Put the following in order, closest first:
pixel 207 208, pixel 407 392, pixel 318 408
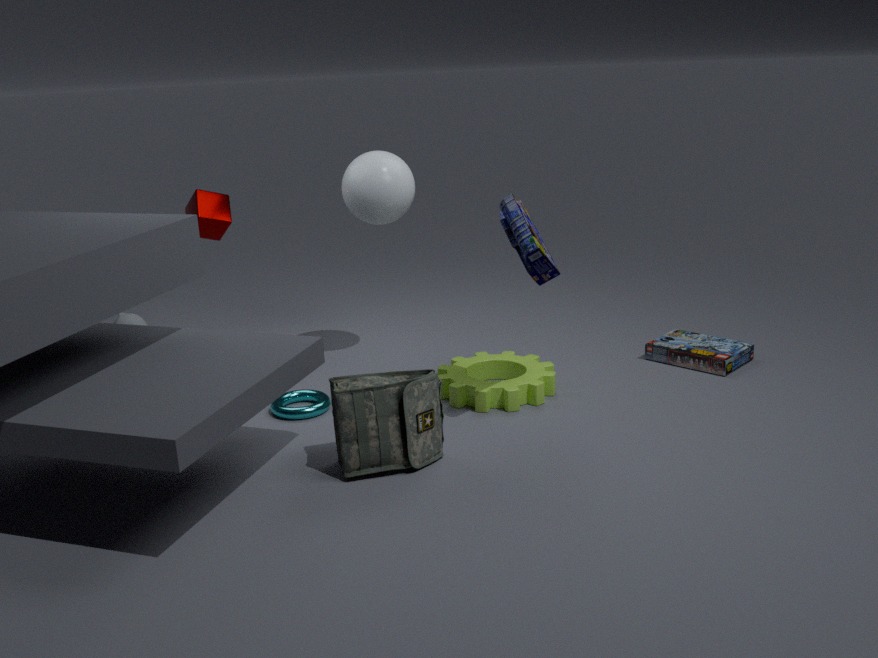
pixel 407 392, pixel 318 408, pixel 207 208
